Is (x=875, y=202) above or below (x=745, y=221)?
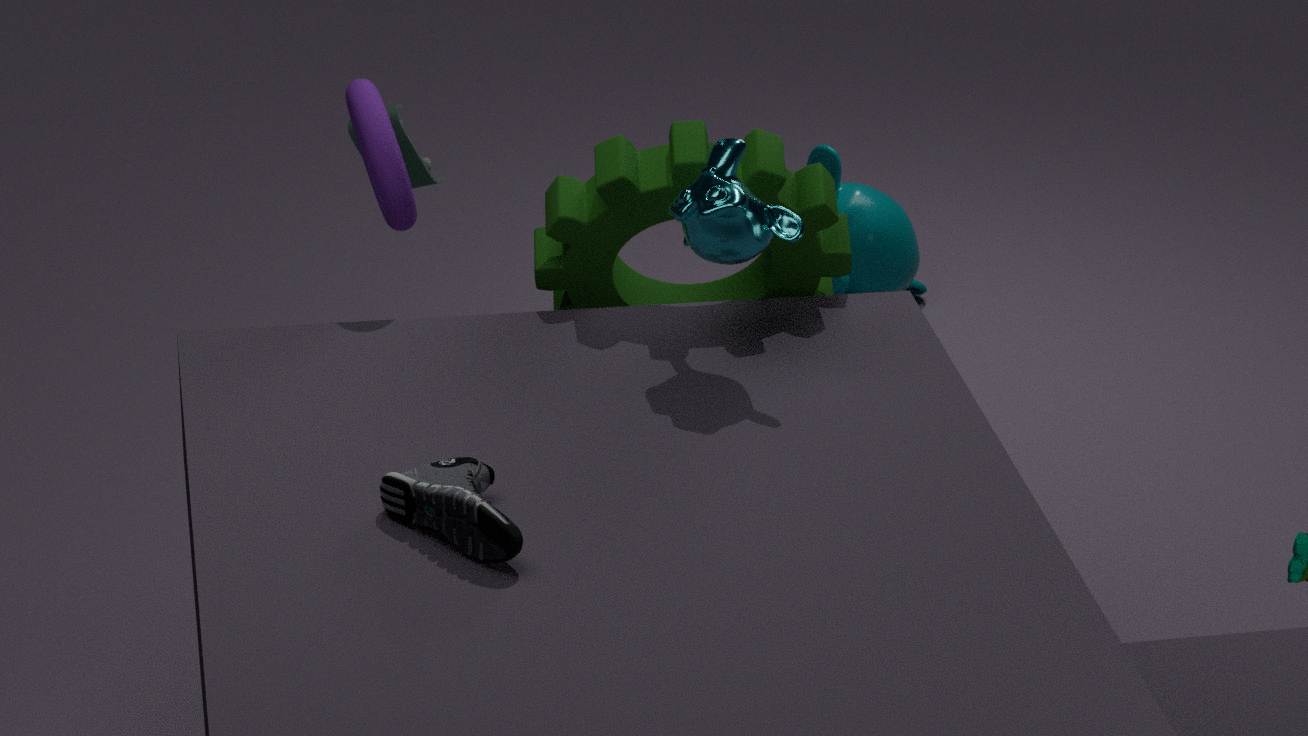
below
